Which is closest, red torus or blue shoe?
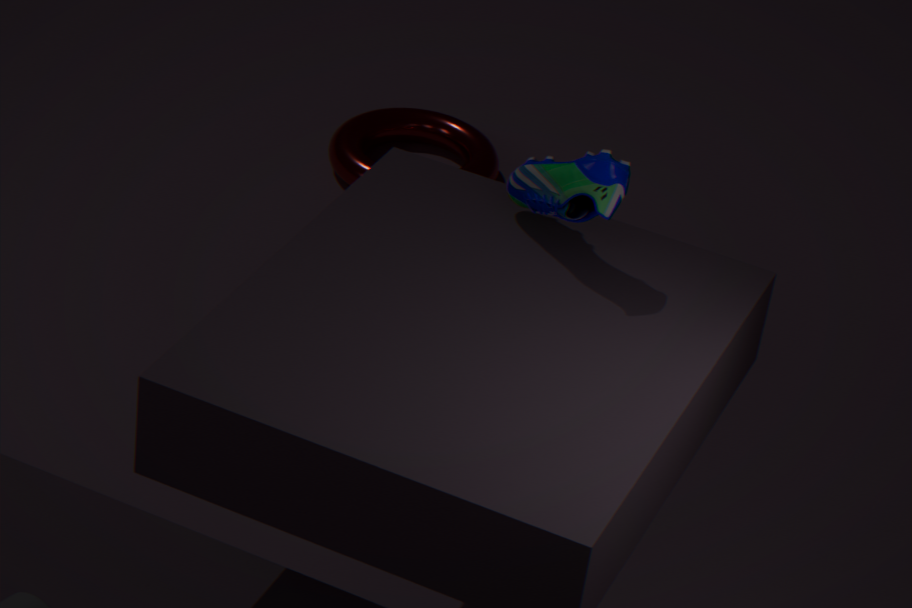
blue shoe
